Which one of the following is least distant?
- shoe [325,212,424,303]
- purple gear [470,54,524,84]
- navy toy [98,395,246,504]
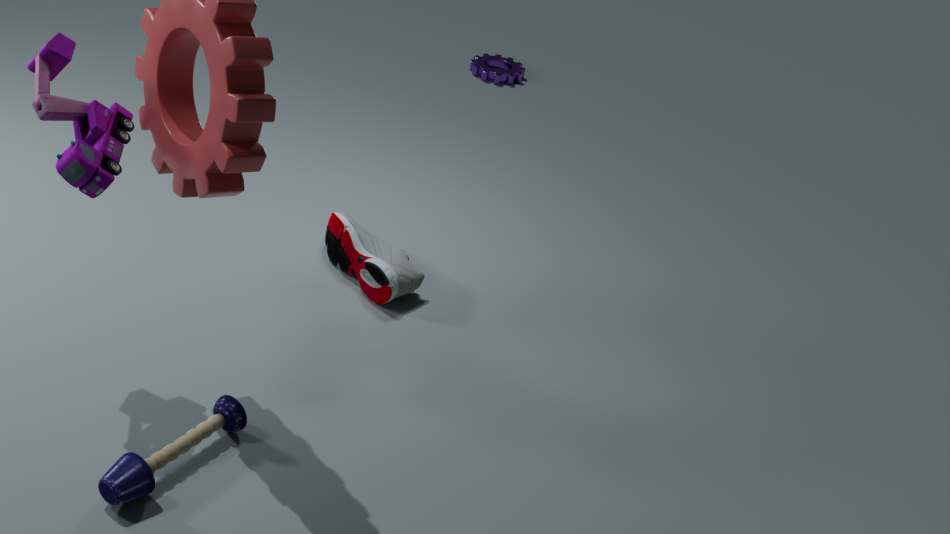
navy toy [98,395,246,504]
